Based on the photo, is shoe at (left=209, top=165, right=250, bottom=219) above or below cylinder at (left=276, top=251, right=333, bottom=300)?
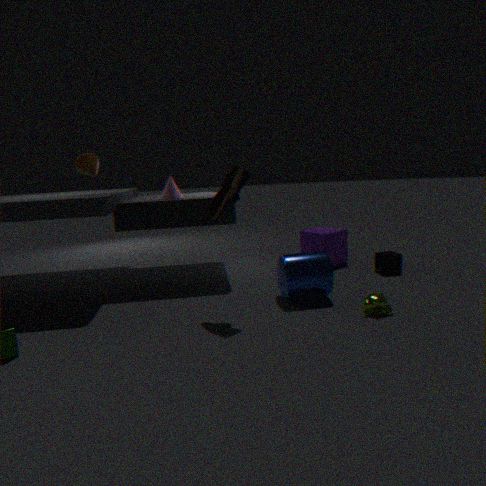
above
